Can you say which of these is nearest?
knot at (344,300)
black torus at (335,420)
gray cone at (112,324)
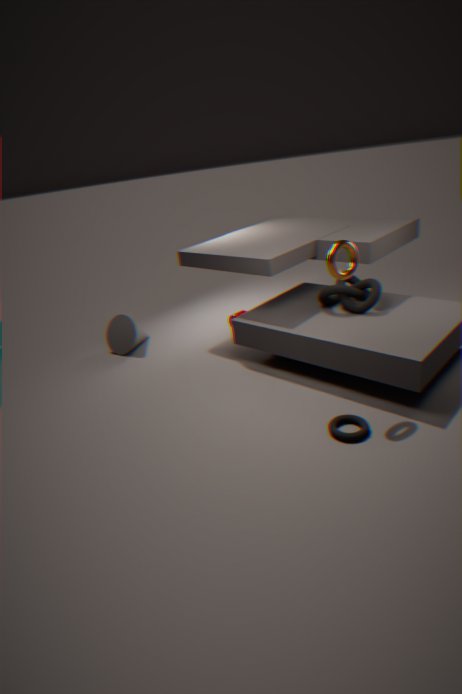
black torus at (335,420)
